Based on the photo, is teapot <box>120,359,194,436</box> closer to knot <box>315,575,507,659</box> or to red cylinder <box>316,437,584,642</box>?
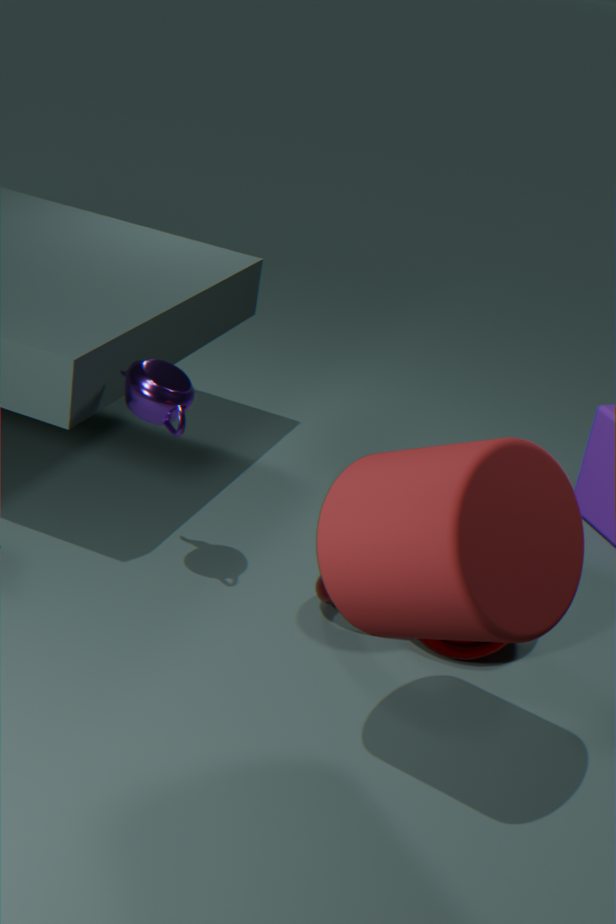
knot <box>315,575,507,659</box>
